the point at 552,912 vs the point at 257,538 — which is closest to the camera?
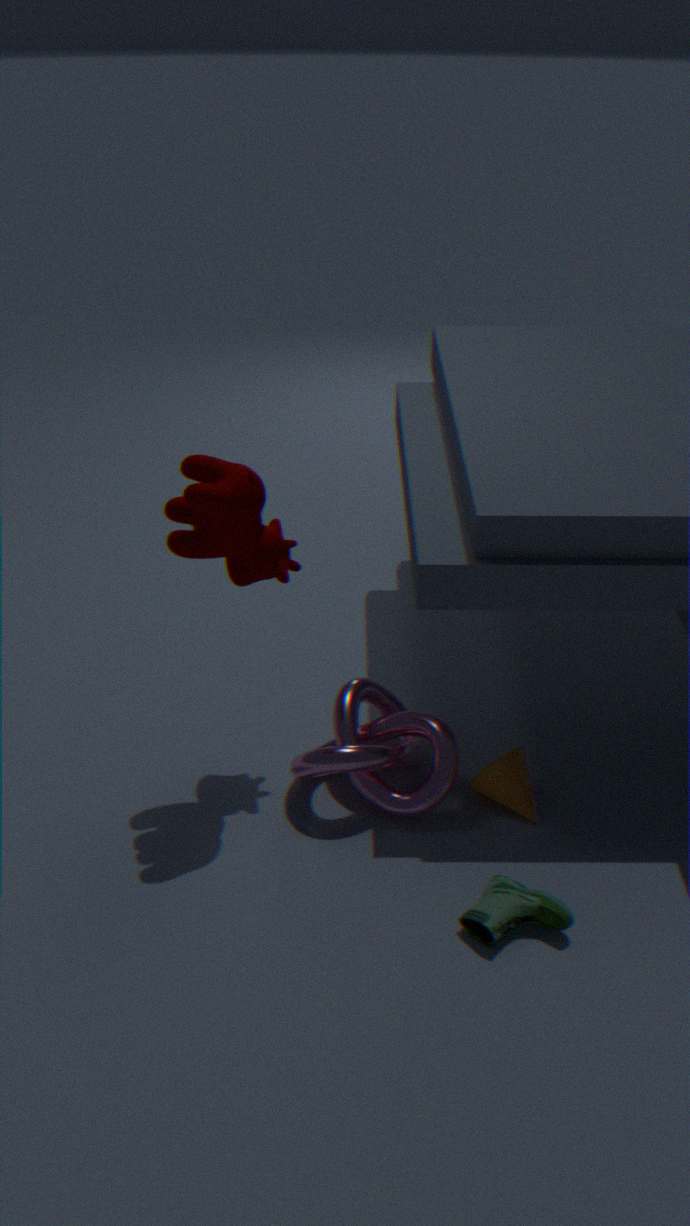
the point at 552,912
